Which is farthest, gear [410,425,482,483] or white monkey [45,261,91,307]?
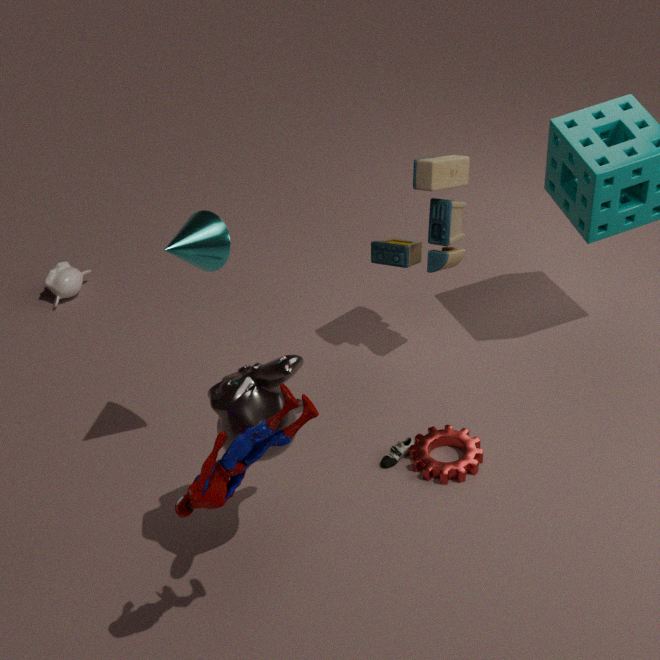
white monkey [45,261,91,307]
